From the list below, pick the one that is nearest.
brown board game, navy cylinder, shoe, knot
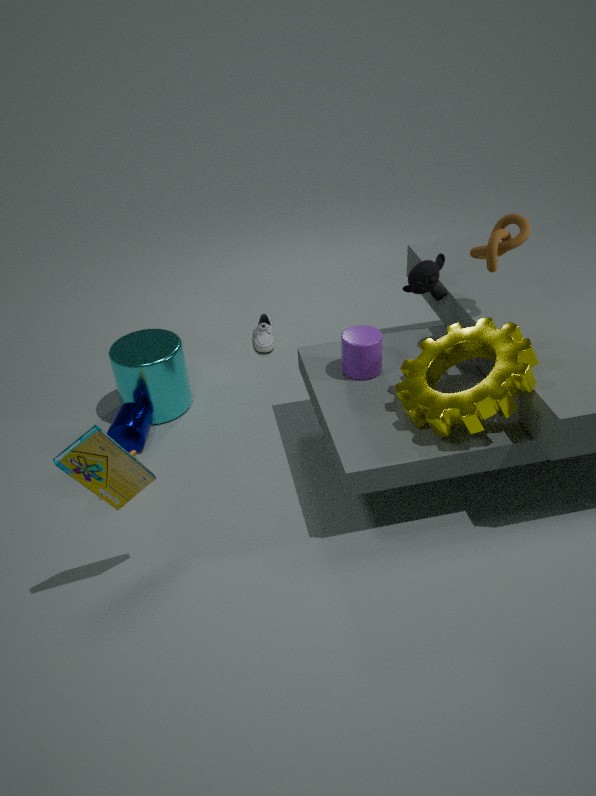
brown board game
